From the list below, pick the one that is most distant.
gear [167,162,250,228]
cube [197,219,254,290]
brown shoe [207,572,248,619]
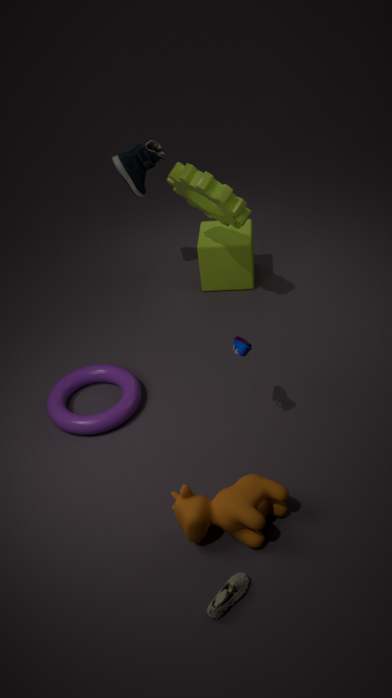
A: cube [197,219,254,290]
